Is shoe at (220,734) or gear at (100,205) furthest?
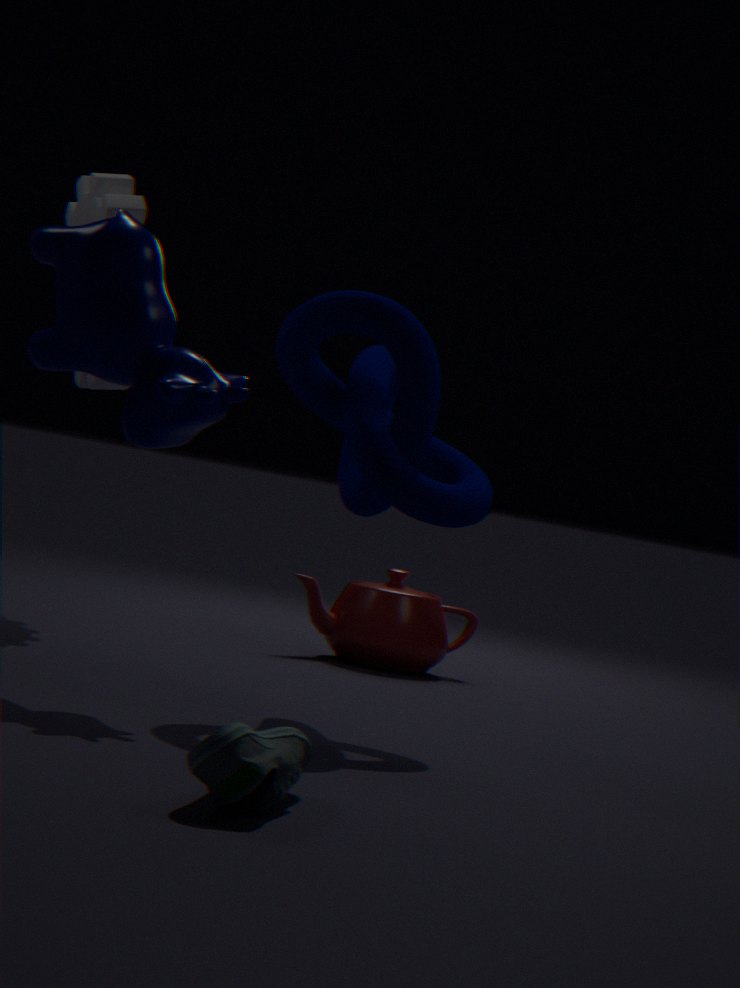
gear at (100,205)
